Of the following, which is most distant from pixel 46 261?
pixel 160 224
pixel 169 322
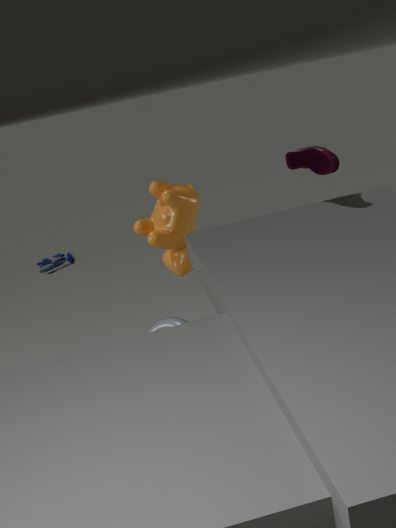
pixel 169 322
